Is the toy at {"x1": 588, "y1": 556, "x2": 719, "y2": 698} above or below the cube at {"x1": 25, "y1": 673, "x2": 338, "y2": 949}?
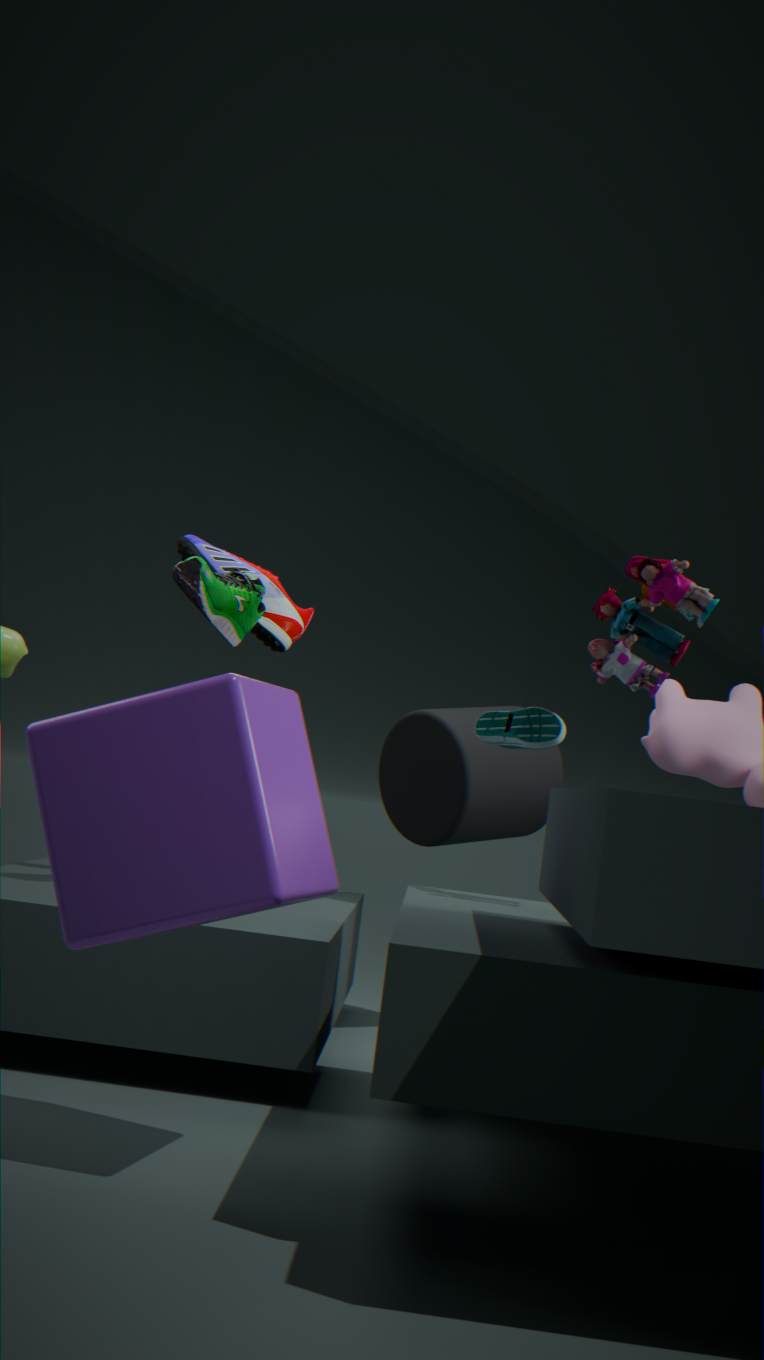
above
